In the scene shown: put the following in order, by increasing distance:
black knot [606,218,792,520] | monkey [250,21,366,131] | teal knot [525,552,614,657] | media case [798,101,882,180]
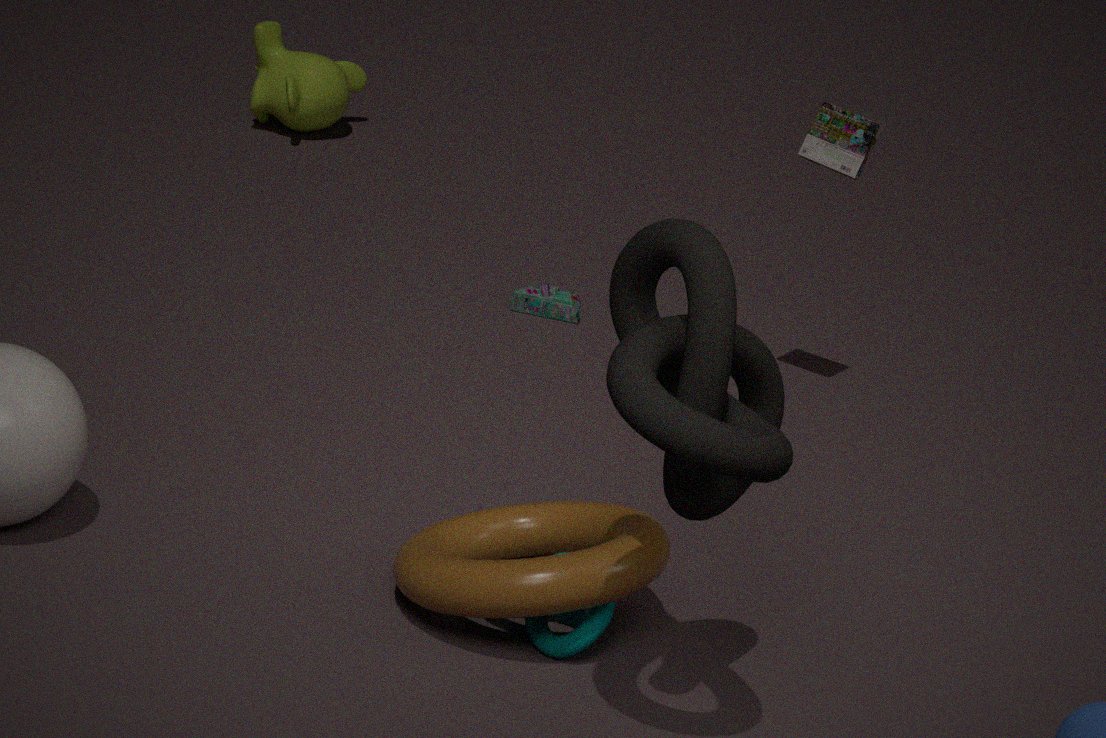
black knot [606,218,792,520] < teal knot [525,552,614,657] < media case [798,101,882,180] < monkey [250,21,366,131]
